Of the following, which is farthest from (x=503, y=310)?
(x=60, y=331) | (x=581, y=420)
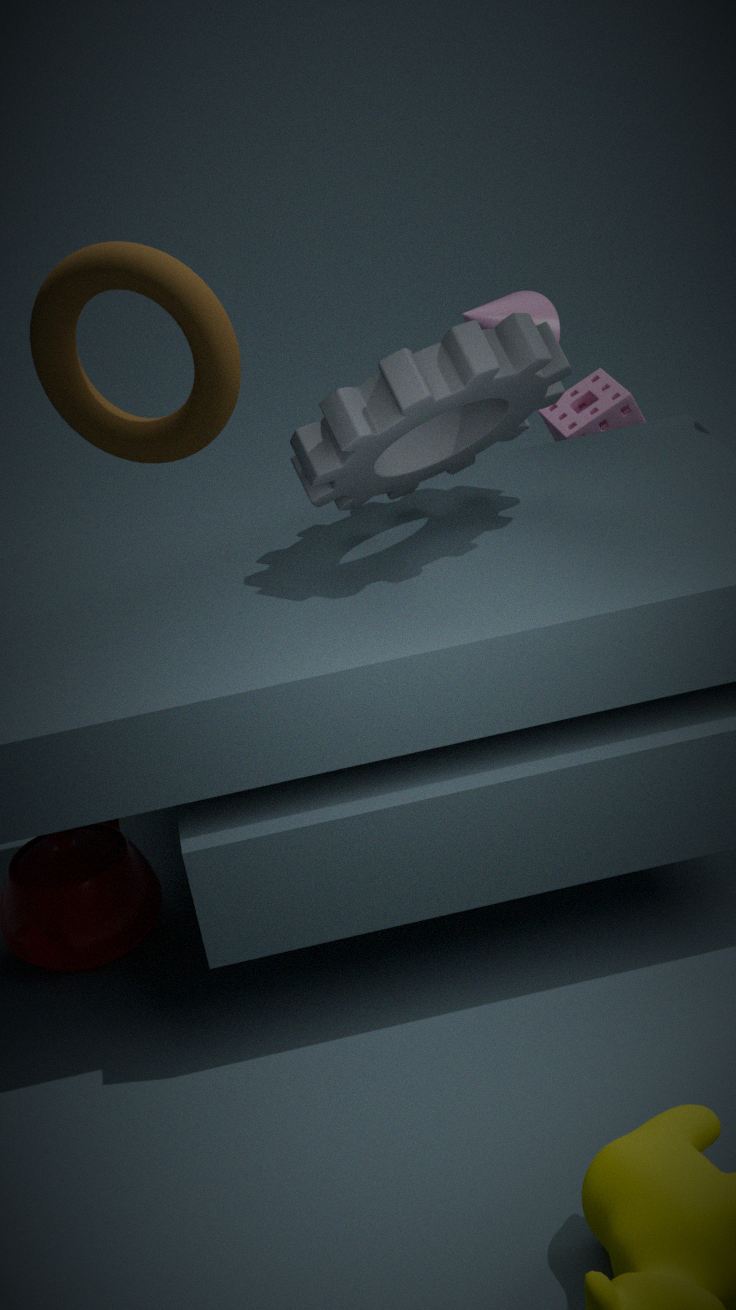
(x=60, y=331)
